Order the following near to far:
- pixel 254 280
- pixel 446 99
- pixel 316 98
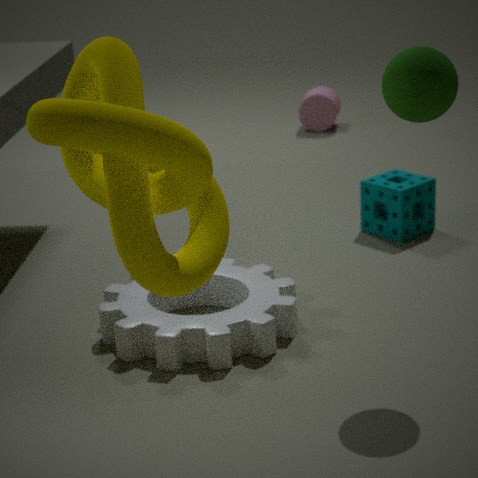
pixel 446 99 < pixel 254 280 < pixel 316 98
